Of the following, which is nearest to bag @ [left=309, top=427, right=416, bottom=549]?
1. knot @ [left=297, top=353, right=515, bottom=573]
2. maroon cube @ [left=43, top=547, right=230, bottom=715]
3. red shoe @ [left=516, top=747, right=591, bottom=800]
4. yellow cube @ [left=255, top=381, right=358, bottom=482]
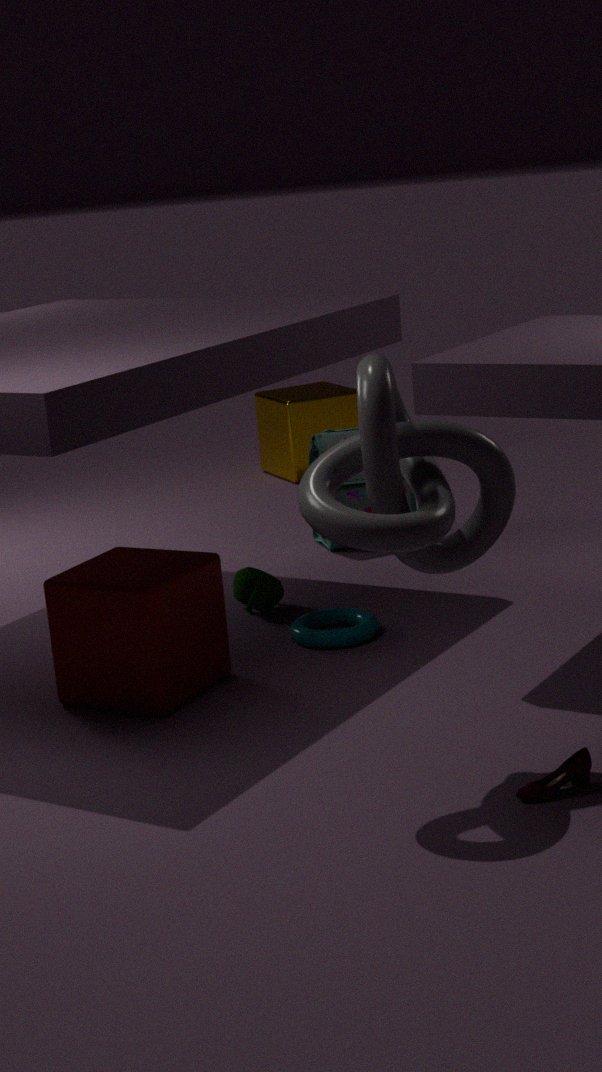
yellow cube @ [left=255, top=381, right=358, bottom=482]
